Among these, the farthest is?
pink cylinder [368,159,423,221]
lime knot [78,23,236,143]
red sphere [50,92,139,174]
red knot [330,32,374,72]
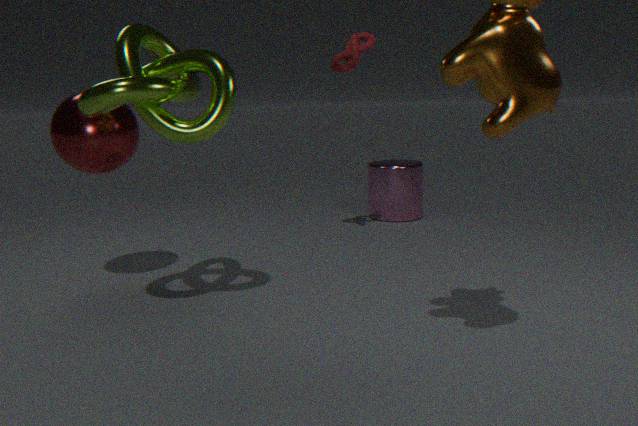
pink cylinder [368,159,423,221]
